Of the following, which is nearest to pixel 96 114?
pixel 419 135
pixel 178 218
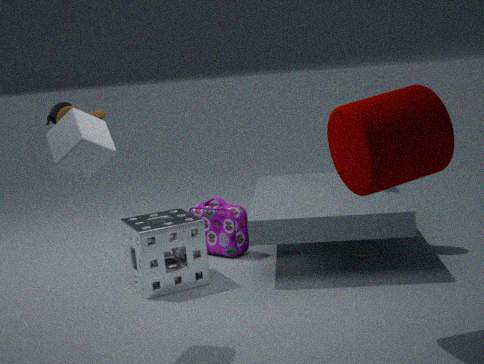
pixel 178 218
